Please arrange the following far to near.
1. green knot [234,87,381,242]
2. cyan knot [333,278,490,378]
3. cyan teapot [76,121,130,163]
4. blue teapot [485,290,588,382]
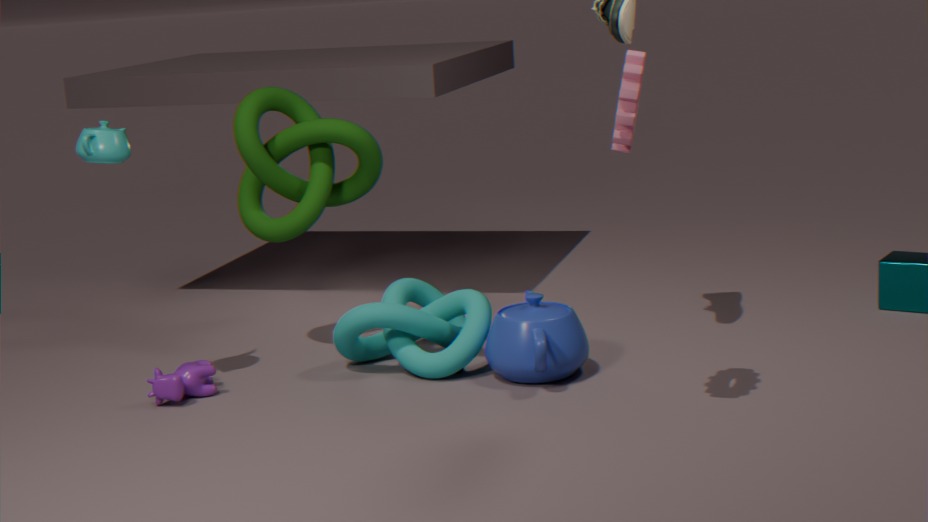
green knot [234,87,381,242], cyan knot [333,278,490,378], blue teapot [485,290,588,382], cyan teapot [76,121,130,163]
